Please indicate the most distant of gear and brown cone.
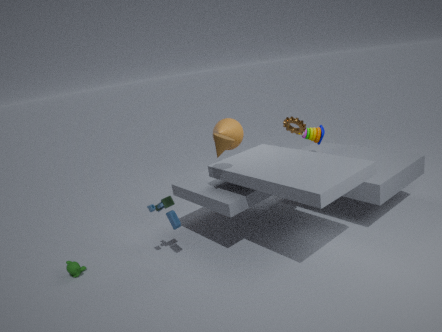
gear
